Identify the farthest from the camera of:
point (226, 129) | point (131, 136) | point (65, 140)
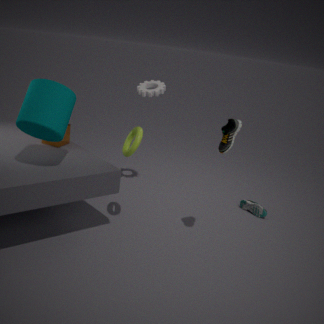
point (65, 140)
